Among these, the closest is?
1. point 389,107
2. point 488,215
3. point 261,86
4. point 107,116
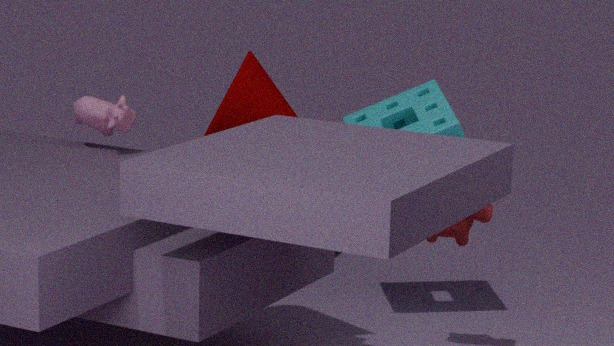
point 261,86
